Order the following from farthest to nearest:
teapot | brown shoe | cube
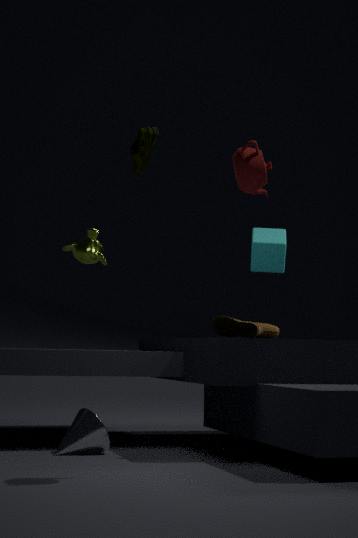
cube
brown shoe
teapot
